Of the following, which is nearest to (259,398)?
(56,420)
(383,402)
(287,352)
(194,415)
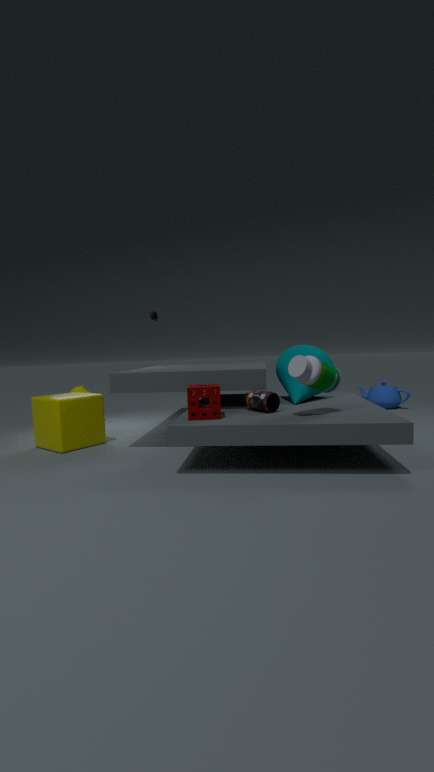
(194,415)
